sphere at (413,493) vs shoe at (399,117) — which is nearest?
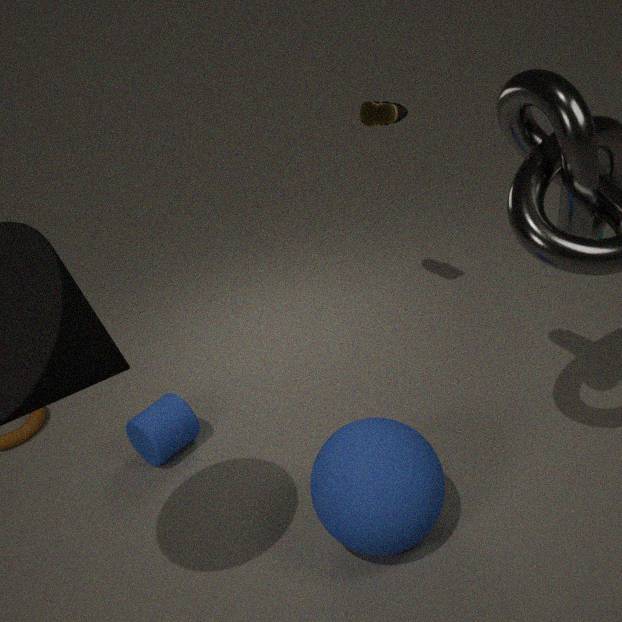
sphere at (413,493)
